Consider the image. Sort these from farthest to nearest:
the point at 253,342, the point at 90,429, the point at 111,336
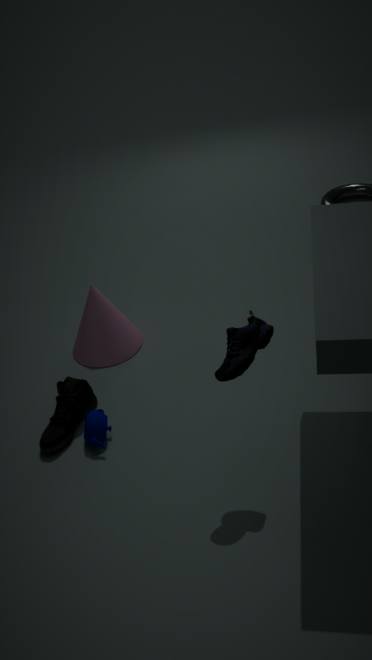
the point at 111,336 → the point at 90,429 → the point at 253,342
